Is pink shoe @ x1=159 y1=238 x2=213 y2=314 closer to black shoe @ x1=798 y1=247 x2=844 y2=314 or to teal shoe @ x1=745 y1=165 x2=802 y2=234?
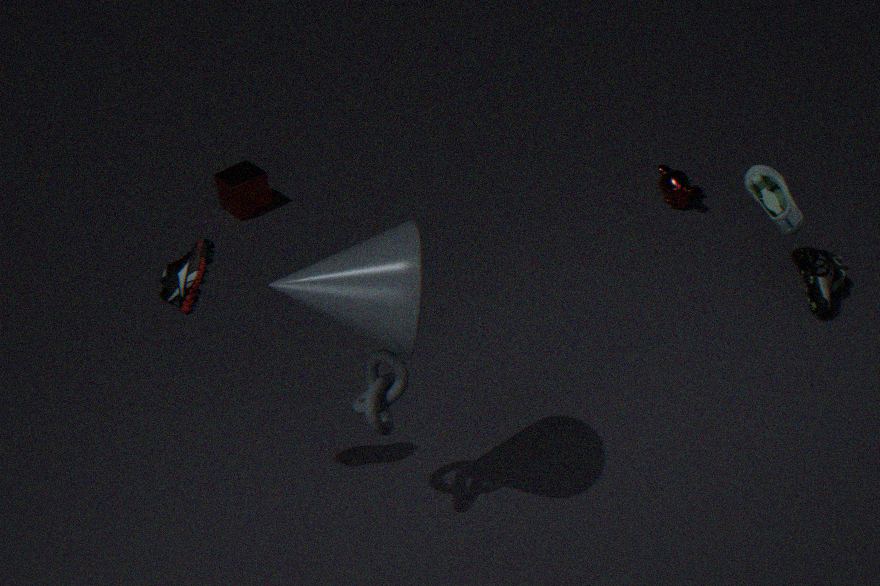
teal shoe @ x1=745 y1=165 x2=802 y2=234
